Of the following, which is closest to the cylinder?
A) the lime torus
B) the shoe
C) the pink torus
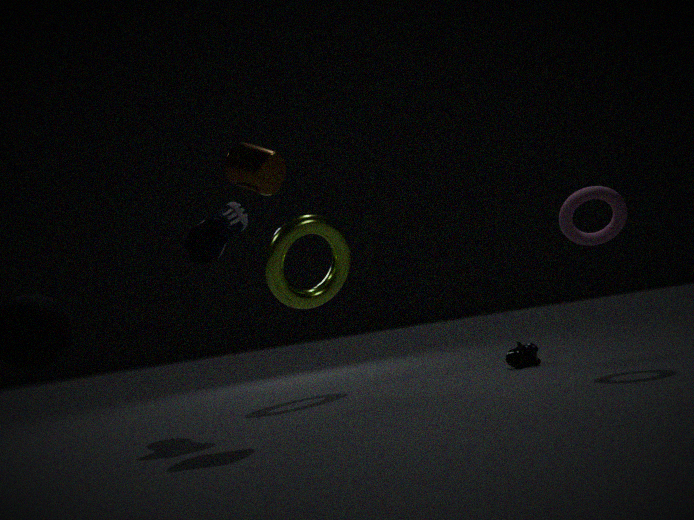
the shoe
